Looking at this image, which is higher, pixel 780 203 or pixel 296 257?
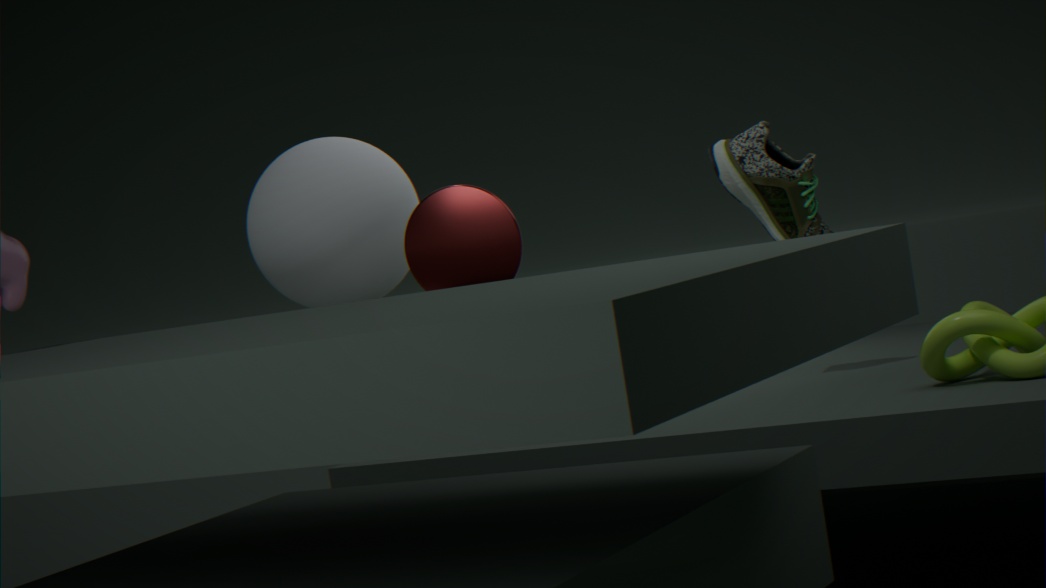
pixel 296 257
